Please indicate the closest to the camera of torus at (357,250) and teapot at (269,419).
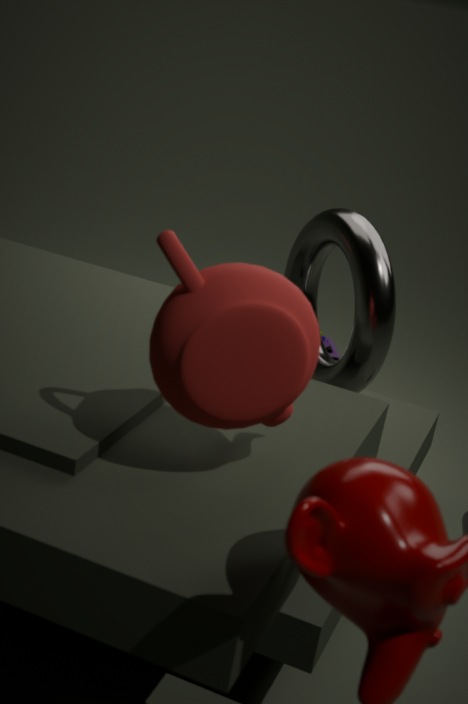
teapot at (269,419)
